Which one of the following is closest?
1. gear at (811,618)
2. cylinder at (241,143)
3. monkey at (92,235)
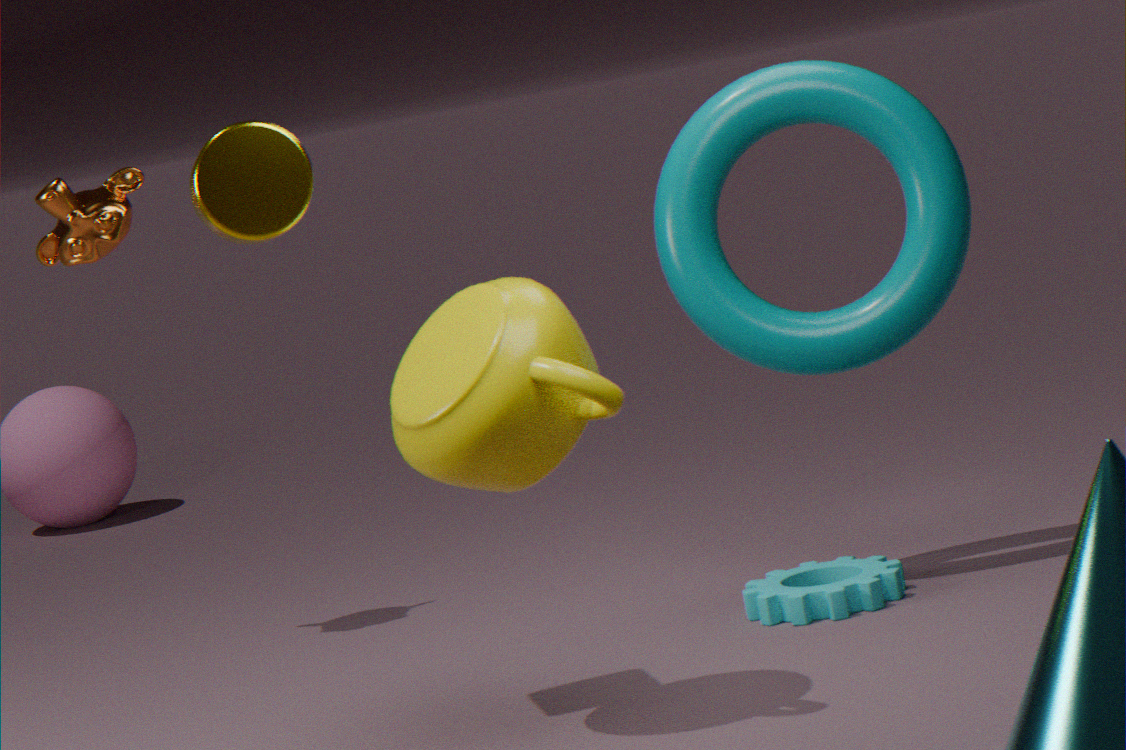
cylinder at (241,143)
